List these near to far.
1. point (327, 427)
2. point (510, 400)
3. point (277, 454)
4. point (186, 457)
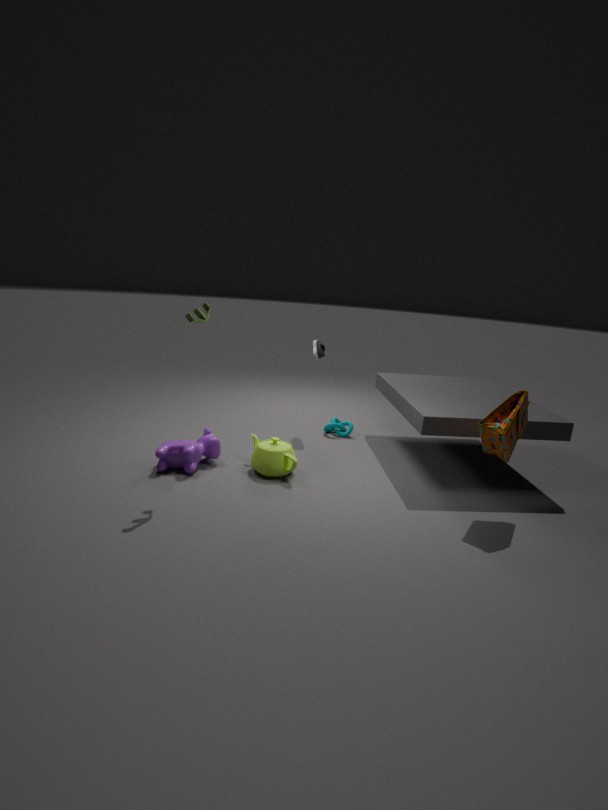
1. point (510, 400)
2. point (186, 457)
3. point (277, 454)
4. point (327, 427)
